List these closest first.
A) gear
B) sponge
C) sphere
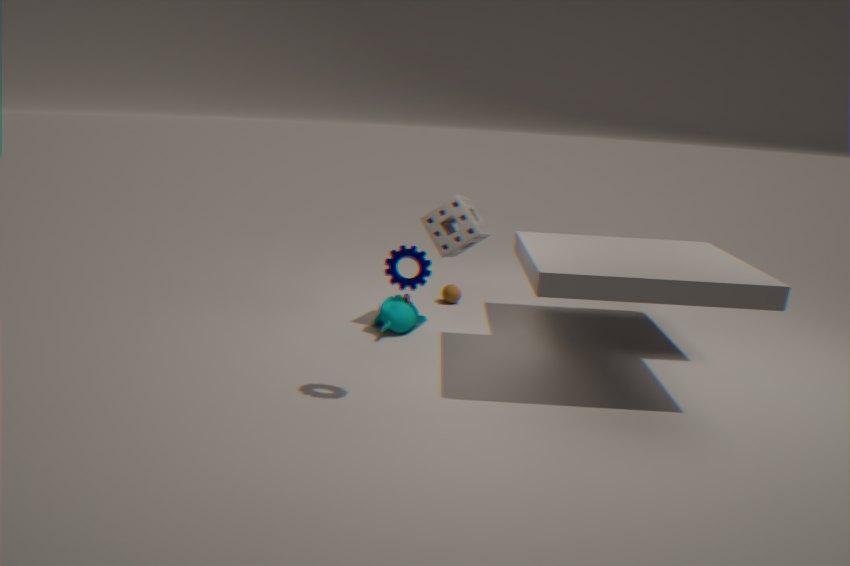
gear, sponge, sphere
